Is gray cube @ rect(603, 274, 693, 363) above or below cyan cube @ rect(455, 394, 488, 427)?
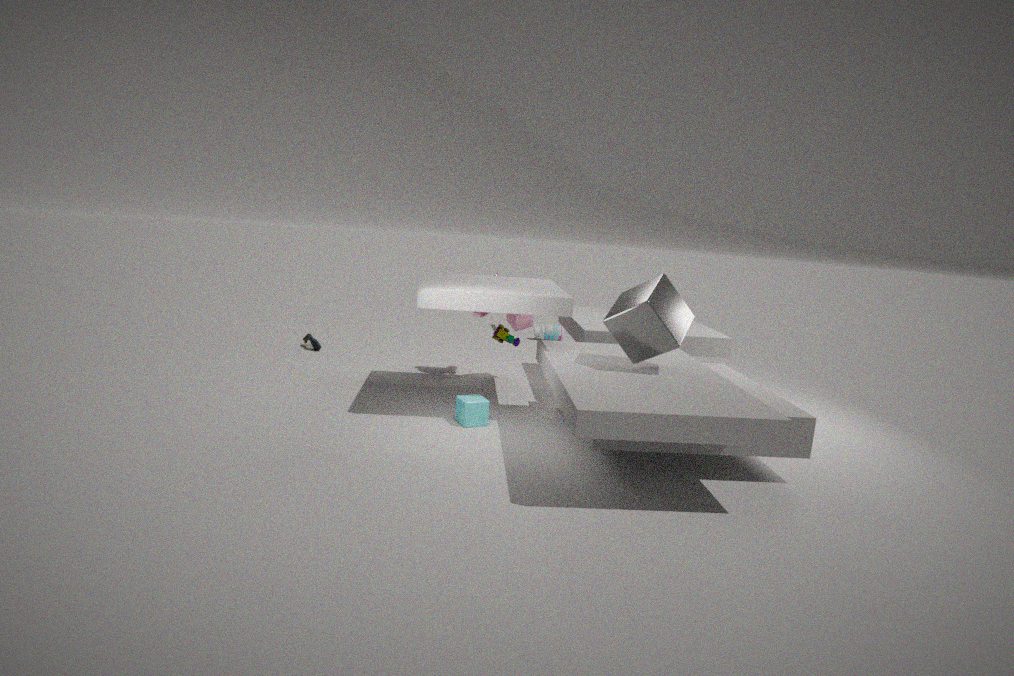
above
